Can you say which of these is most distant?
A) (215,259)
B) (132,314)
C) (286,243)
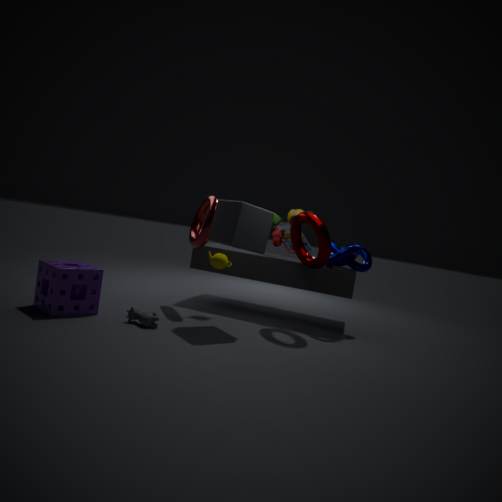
(286,243)
